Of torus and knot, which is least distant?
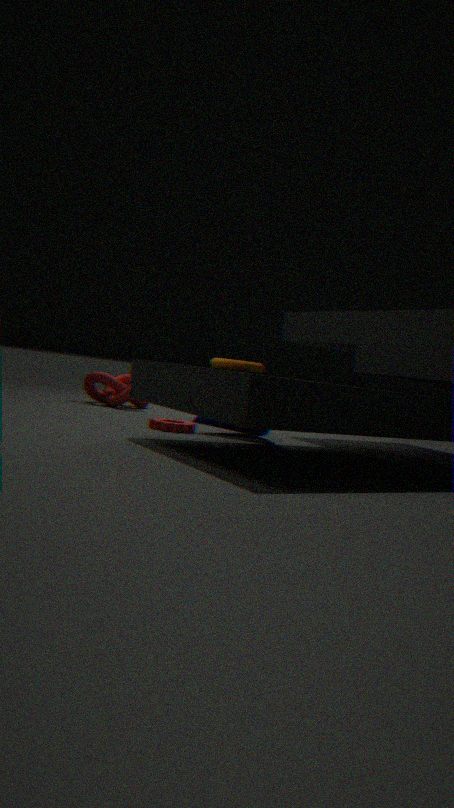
torus
